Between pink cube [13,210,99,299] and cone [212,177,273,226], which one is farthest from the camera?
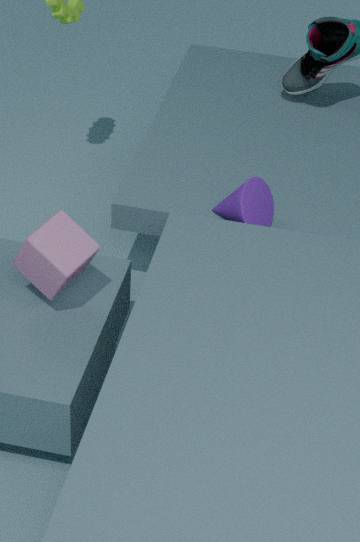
cone [212,177,273,226]
